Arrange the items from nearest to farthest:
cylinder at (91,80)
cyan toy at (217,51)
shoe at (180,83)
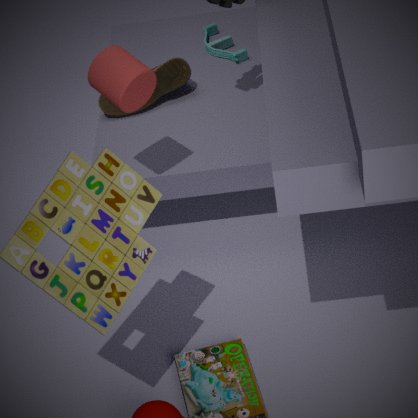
1. cylinder at (91,80)
2. shoe at (180,83)
3. cyan toy at (217,51)
